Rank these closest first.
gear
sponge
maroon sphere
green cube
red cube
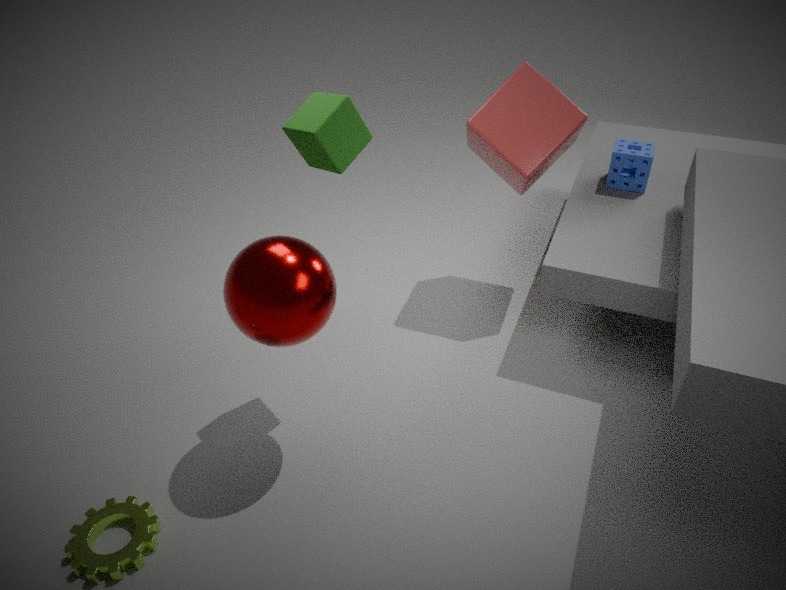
maroon sphere < gear < green cube < red cube < sponge
